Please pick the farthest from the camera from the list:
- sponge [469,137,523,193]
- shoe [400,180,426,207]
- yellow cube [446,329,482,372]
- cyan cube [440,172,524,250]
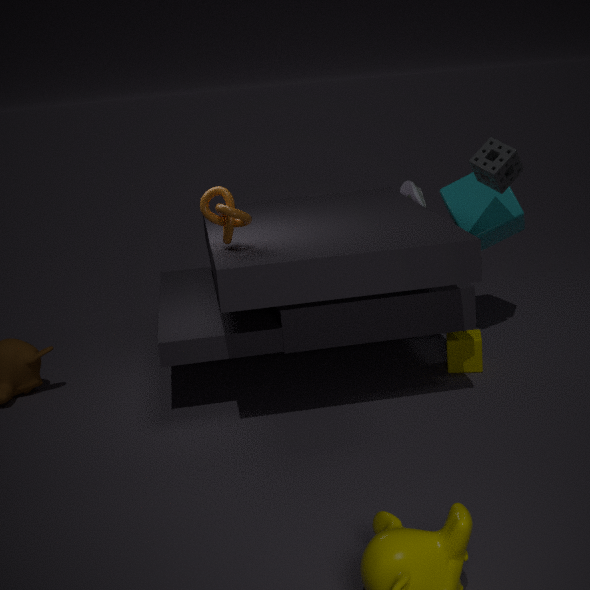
shoe [400,180,426,207]
